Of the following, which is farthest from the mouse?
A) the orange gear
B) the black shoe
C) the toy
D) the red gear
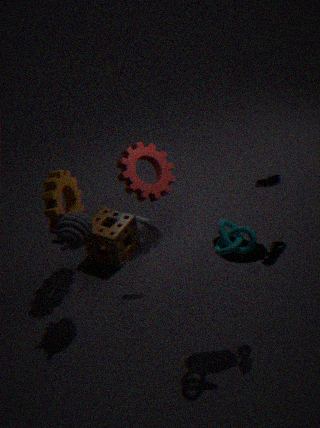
the orange gear
